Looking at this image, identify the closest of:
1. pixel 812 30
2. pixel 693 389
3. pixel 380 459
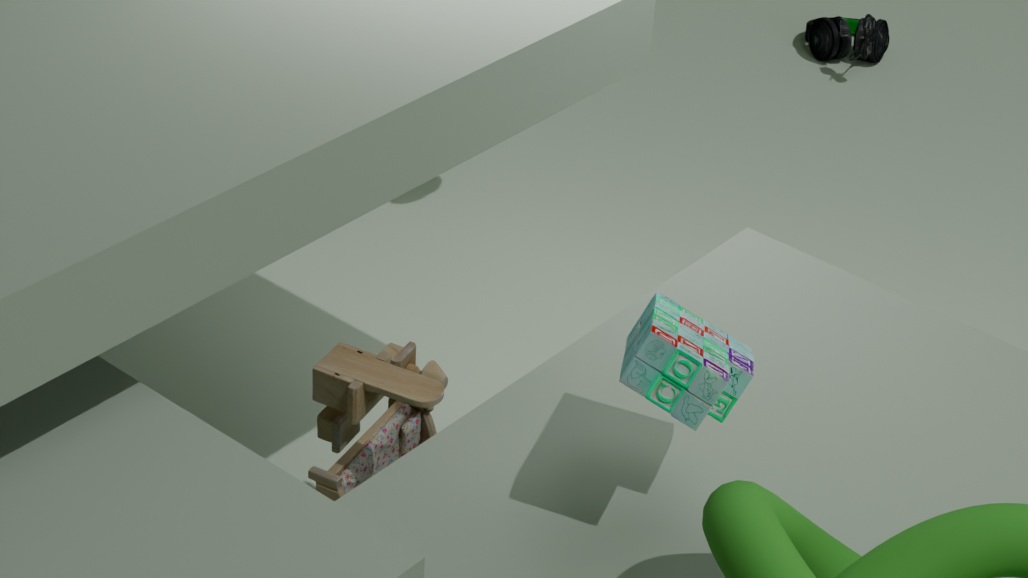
pixel 693 389
